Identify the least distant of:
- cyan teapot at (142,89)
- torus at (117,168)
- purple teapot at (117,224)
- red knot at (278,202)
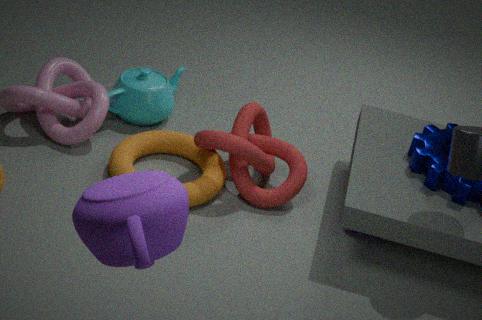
purple teapot at (117,224)
